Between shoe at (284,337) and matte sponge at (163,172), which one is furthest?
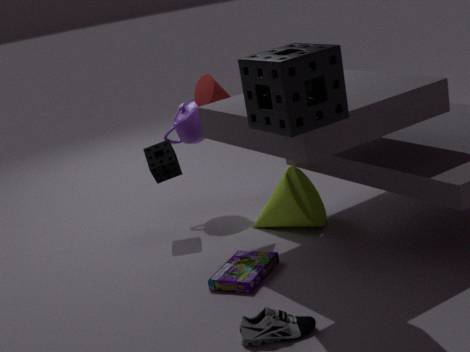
matte sponge at (163,172)
